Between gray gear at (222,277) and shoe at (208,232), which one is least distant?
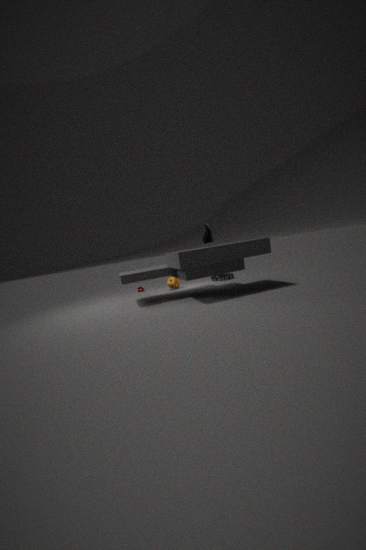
shoe at (208,232)
